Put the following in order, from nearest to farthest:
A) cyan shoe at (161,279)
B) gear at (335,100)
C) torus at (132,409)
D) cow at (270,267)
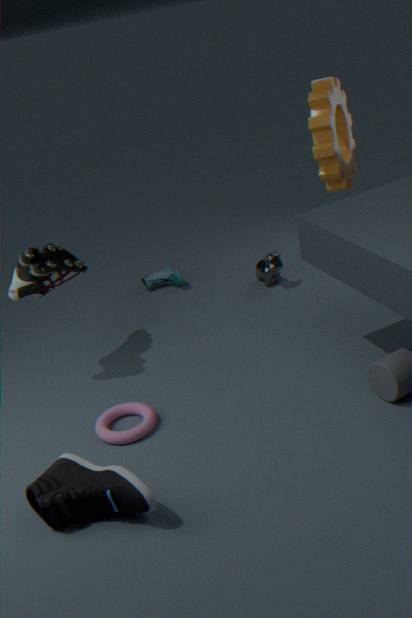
torus at (132,409)
gear at (335,100)
cow at (270,267)
cyan shoe at (161,279)
